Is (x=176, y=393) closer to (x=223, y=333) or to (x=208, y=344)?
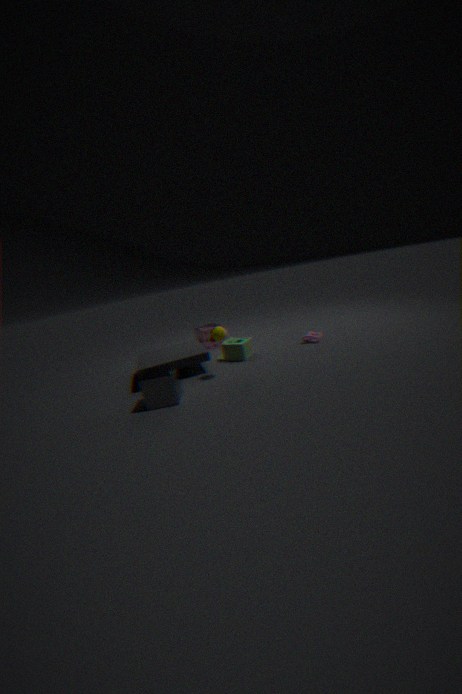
(x=223, y=333)
